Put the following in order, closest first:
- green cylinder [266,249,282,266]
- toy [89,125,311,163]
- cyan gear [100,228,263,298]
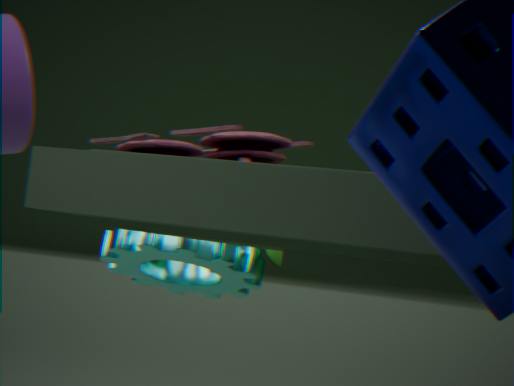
toy [89,125,311,163], cyan gear [100,228,263,298], green cylinder [266,249,282,266]
